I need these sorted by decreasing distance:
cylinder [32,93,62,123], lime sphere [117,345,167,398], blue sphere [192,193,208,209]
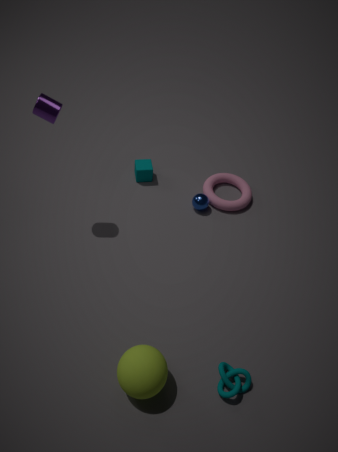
1. blue sphere [192,193,208,209]
2. cylinder [32,93,62,123]
3. lime sphere [117,345,167,398]
